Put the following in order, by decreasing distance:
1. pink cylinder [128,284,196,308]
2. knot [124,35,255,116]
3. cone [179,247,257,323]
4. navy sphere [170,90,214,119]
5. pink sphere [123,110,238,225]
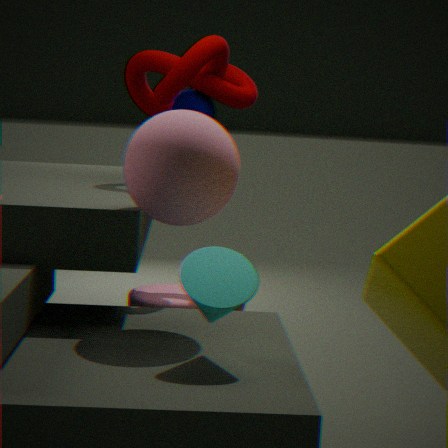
1. navy sphere [170,90,214,119]
2. pink cylinder [128,284,196,308]
3. knot [124,35,255,116]
4. pink sphere [123,110,238,225]
5. cone [179,247,257,323]
